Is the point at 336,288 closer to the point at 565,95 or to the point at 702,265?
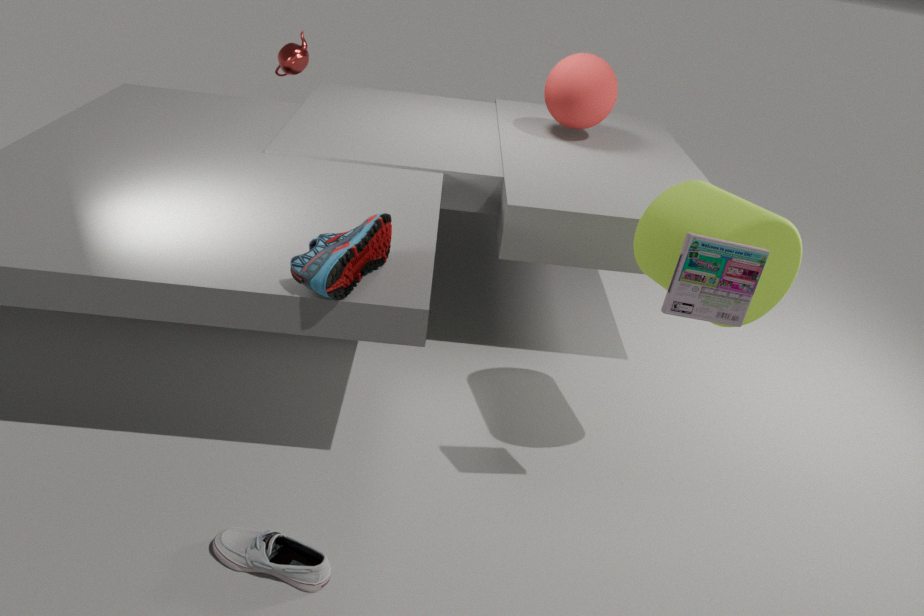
the point at 702,265
